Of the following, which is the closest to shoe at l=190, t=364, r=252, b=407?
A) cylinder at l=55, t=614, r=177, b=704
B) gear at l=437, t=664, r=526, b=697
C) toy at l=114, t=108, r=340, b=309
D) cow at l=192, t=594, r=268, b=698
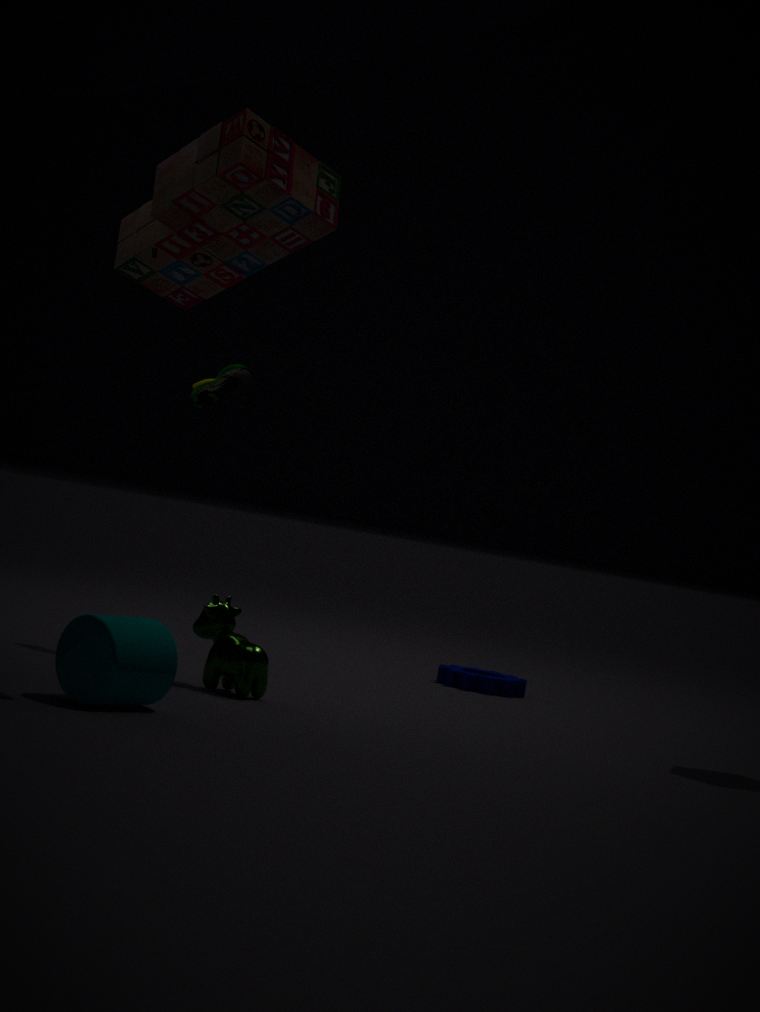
toy at l=114, t=108, r=340, b=309
